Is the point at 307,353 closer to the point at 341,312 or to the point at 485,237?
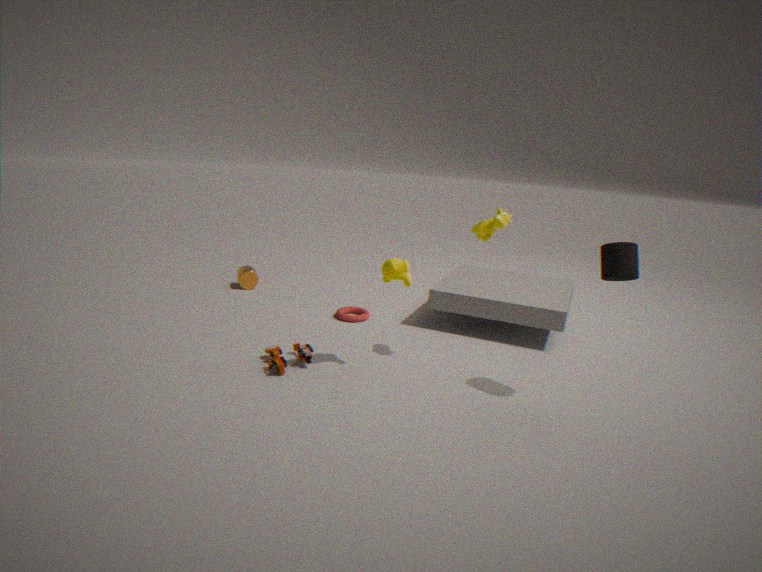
the point at 341,312
